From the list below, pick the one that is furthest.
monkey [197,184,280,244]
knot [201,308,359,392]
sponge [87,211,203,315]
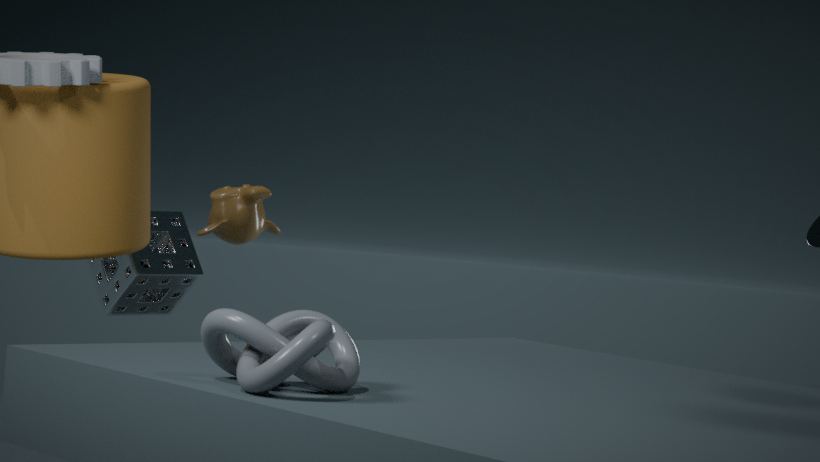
monkey [197,184,280,244]
